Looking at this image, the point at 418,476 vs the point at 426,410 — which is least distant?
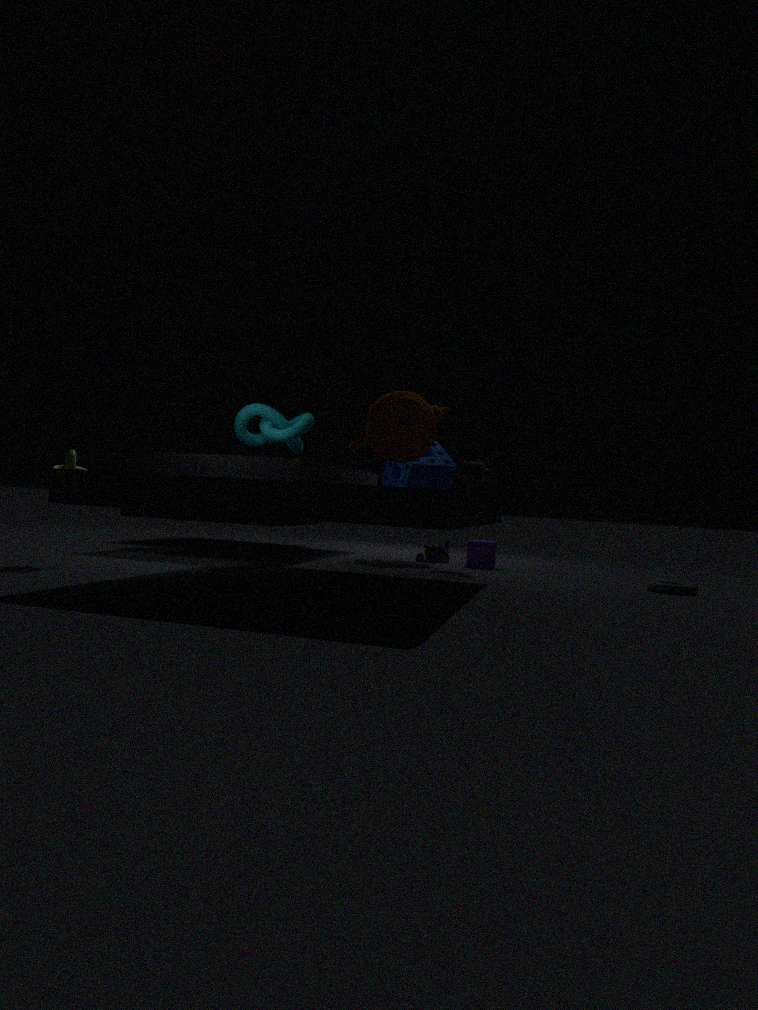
the point at 426,410
